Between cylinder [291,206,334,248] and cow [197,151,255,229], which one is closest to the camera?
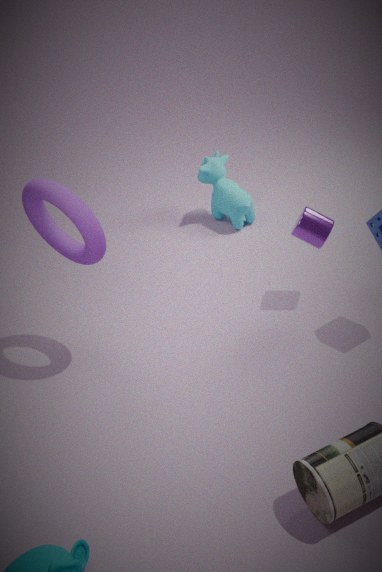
cylinder [291,206,334,248]
